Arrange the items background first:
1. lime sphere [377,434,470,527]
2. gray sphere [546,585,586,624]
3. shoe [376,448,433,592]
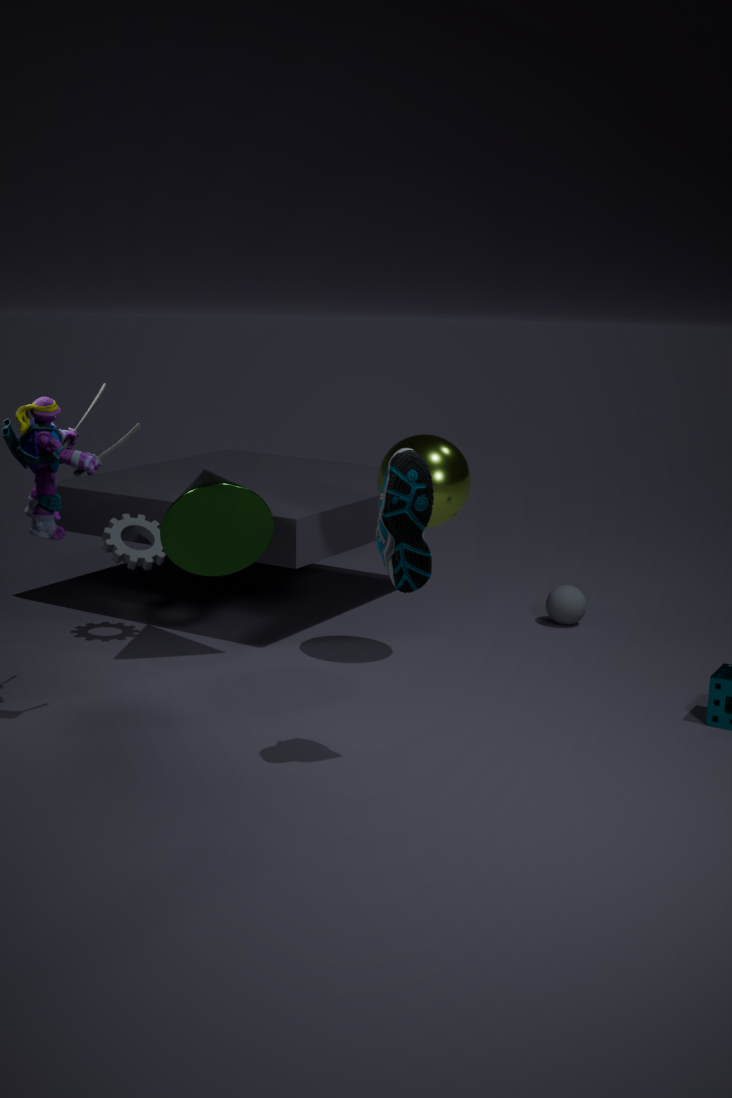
gray sphere [546,585,586,624] → lime sphere [377,434,470,527] → shoe [376,448,433,592]
